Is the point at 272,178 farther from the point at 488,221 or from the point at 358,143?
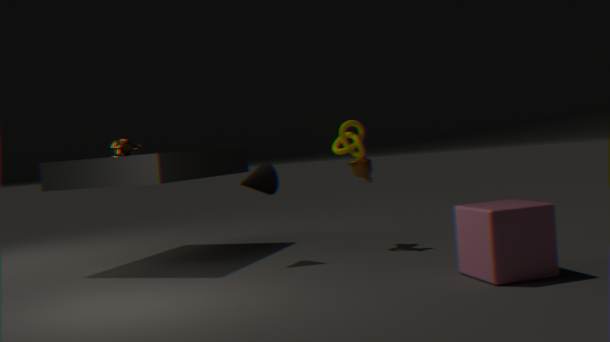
the point at 488,221
